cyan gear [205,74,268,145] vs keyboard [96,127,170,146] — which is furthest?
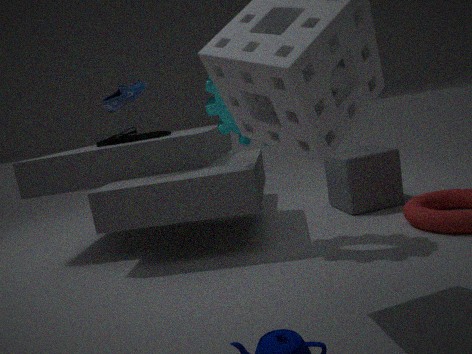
keyboard [96,127,170,146]
